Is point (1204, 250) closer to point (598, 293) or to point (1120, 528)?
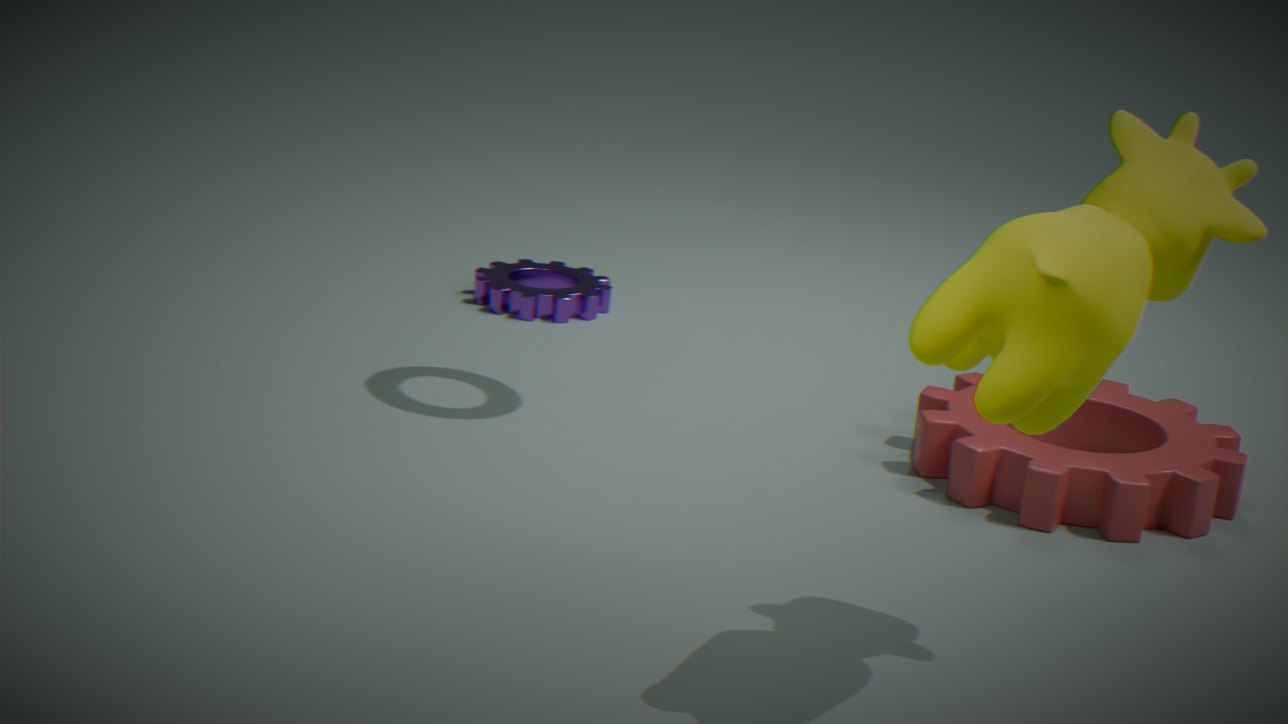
point (1120, 528)
